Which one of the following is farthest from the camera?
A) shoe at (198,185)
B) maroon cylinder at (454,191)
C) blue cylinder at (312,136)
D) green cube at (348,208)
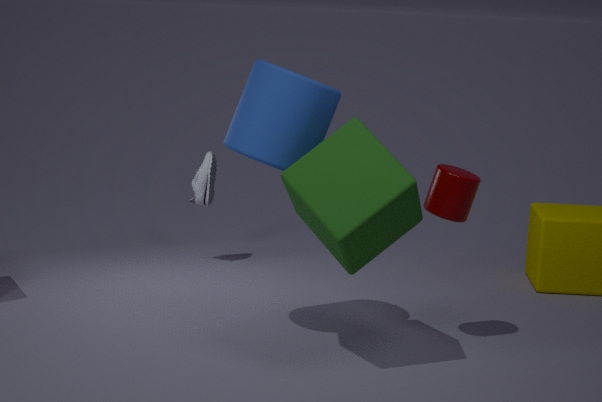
shoe at (198,185)
